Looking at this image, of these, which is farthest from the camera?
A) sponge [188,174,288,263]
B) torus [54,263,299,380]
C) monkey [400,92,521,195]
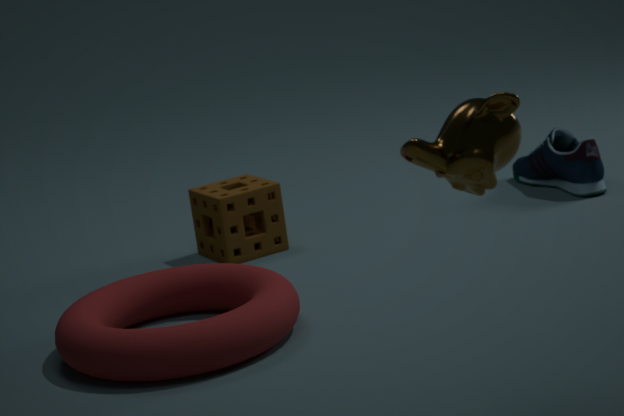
sponge [188,174,288,263]
